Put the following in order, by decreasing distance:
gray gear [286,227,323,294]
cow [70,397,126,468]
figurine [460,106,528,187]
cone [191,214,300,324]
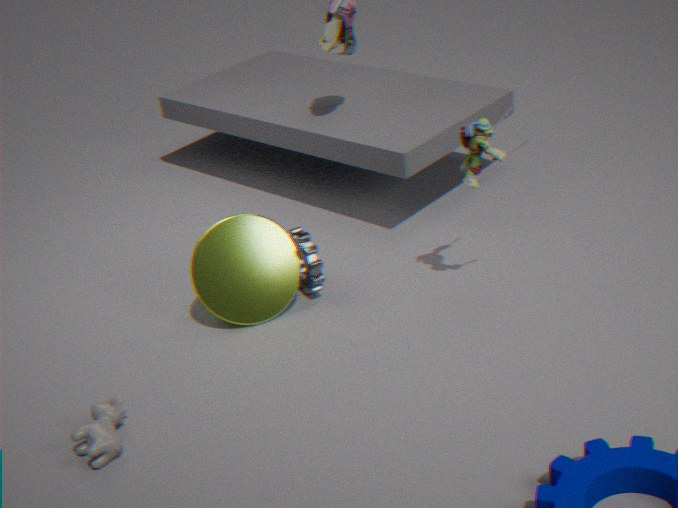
gray gear [286,227,323,294] → cone [191,214,300,324] → figurine [460,106,528,187] → cow [70,397,126,468]
